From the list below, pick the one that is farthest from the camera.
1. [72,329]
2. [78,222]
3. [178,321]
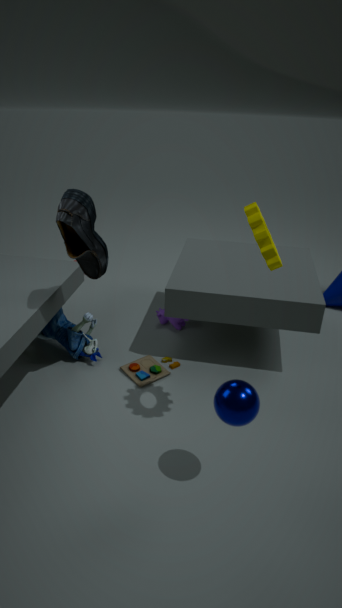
[178,321]
